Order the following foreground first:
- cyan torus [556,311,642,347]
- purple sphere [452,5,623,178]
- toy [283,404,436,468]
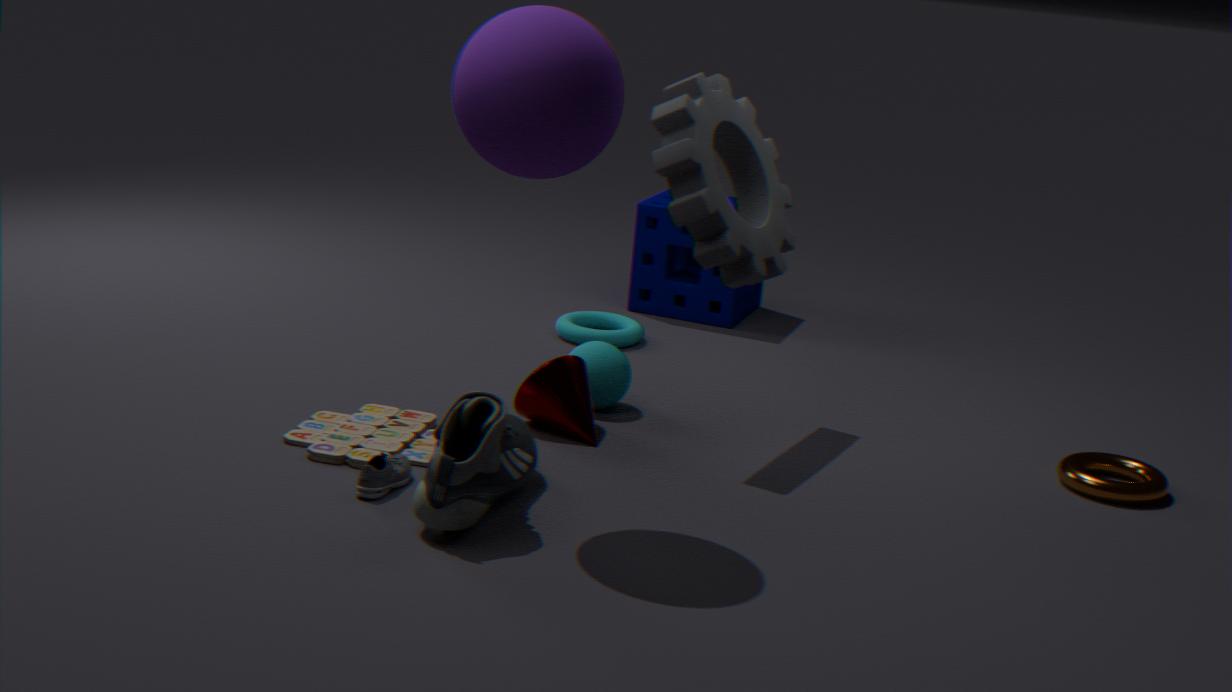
1. purple sphere [452,5,623,178]
2. toy [283,404,436,468]
3. cyan torus [556,311,642,347]
